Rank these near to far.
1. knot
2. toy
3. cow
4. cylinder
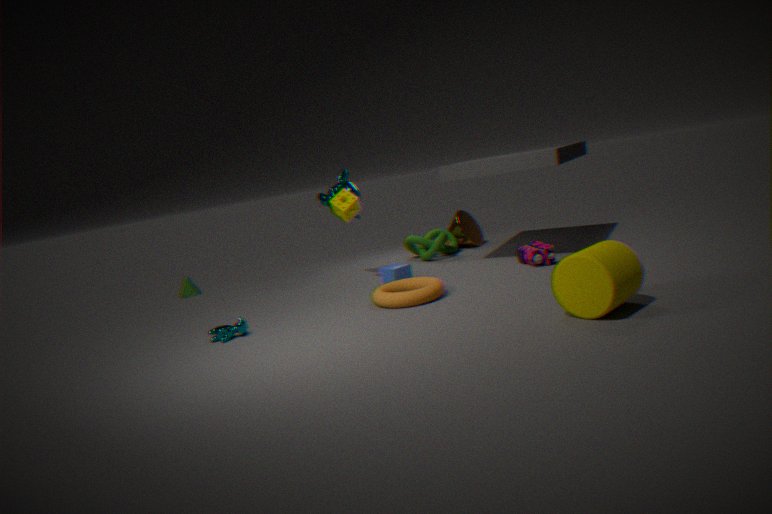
1. cylinder
2. cow
3. toy
4. knot
